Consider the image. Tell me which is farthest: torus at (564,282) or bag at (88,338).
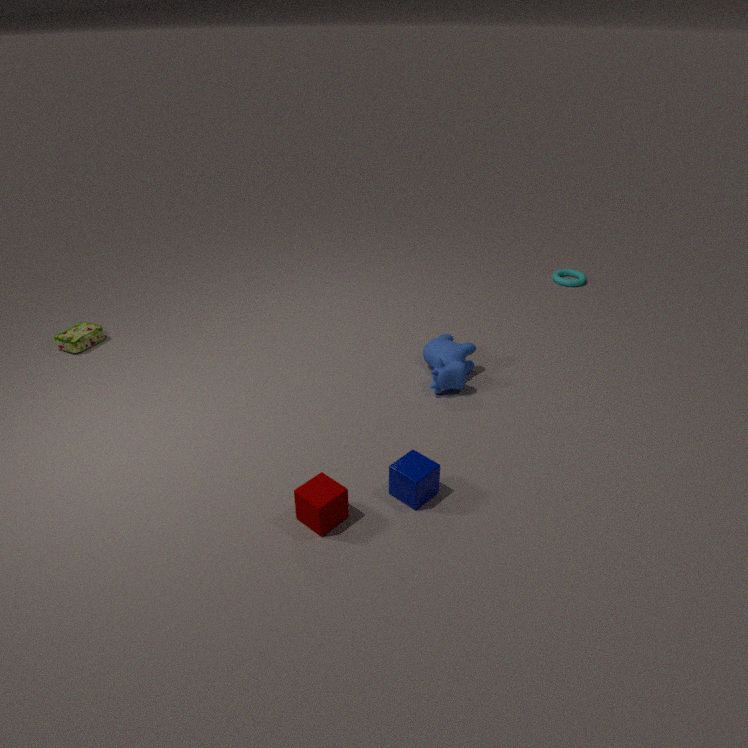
torus at (564,282)
